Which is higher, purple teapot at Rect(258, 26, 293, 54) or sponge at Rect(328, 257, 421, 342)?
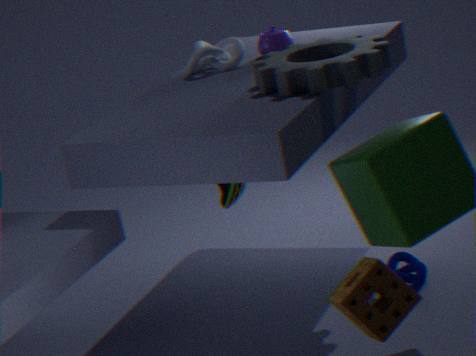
purple teapot at Rect(258, 26, 293, 54)
